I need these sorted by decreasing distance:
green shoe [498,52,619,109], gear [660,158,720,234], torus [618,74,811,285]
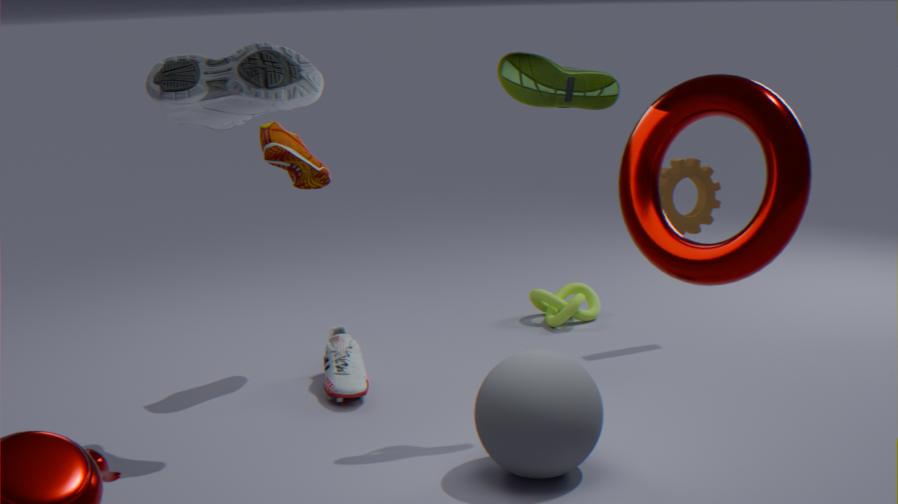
gear [660,158,720,234] < green shoe [498,52,619,109] < torus [618,74,811,285]
